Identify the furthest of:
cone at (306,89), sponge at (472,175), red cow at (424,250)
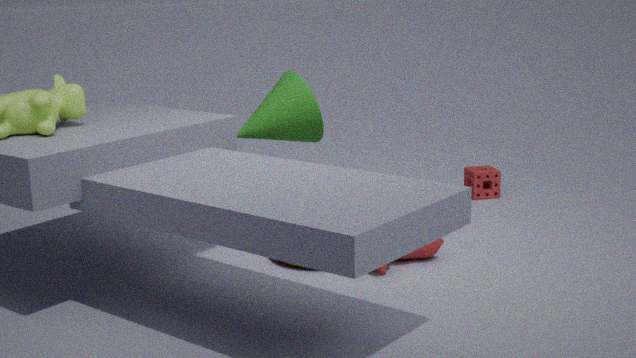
sponge at (472,175)
